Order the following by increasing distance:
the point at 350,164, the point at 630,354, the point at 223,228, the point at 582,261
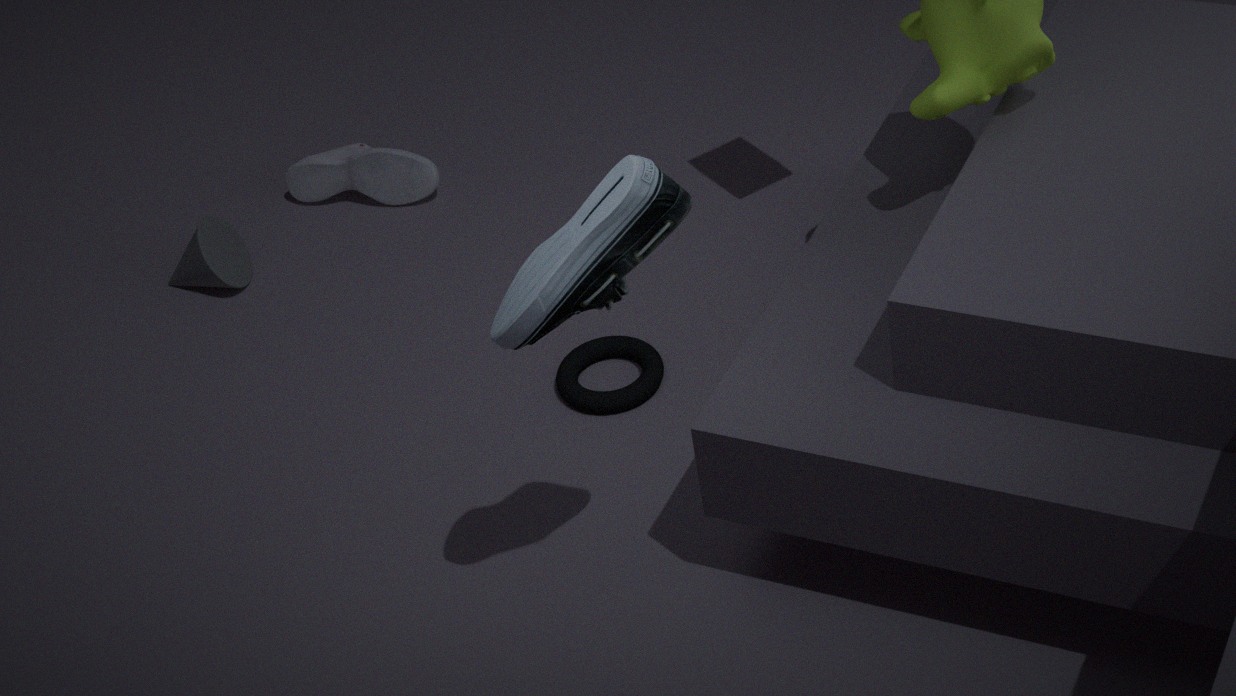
the point at 582,261
the point at 630,354
the point at 223,228
the point at 350,164
